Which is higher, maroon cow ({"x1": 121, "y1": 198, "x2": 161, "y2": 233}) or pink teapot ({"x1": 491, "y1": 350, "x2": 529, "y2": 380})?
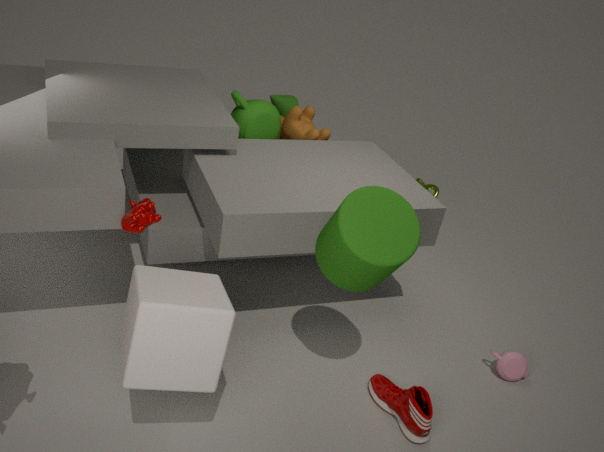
maroon cow ({"x1": 121, "y1": 198, "x2": 161, "y2": 233})
